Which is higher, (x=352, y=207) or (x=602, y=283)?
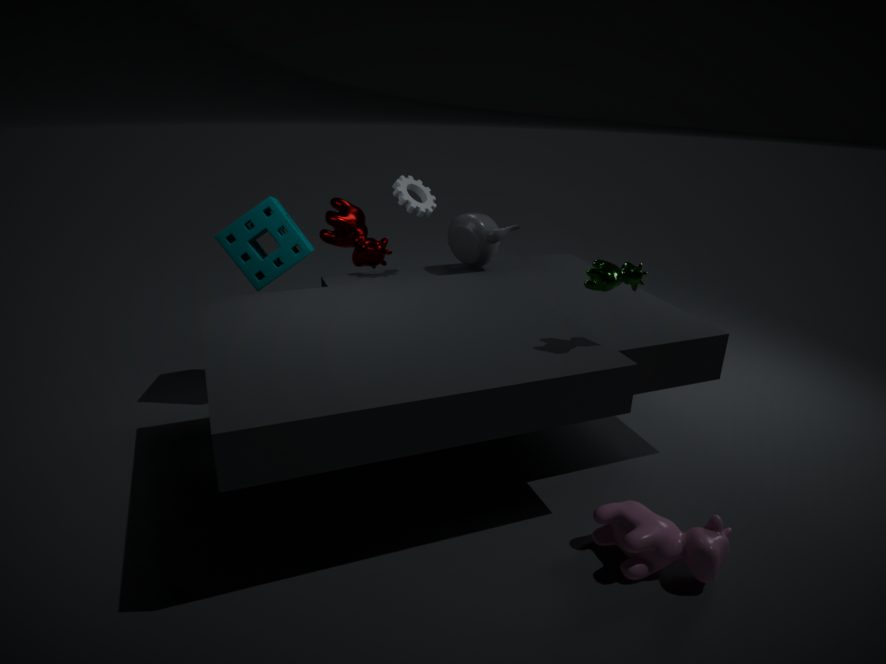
(x=602, y=283)
